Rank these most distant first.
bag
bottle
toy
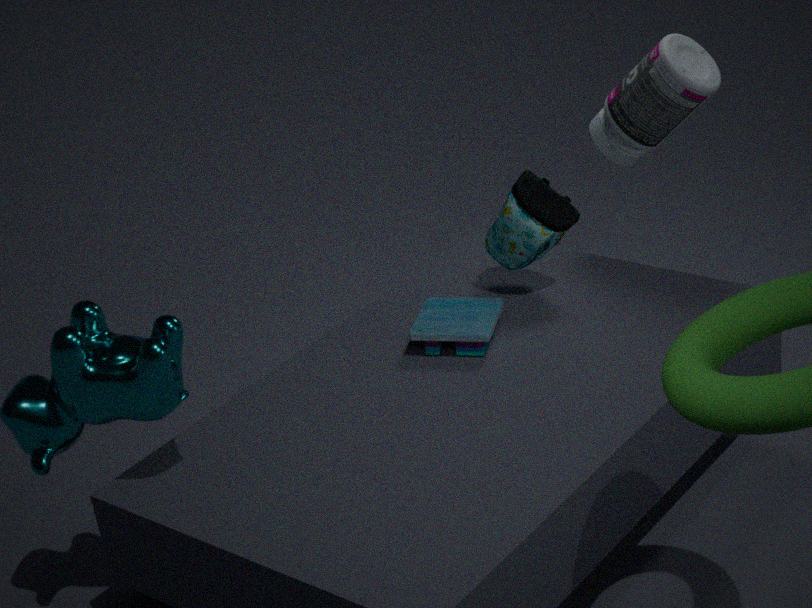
bag, bottle, toy
